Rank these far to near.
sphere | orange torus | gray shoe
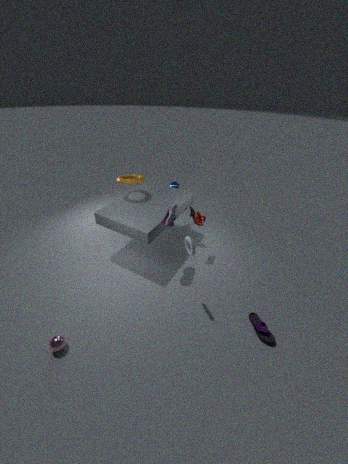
orange torus < gray shoe < sphere
